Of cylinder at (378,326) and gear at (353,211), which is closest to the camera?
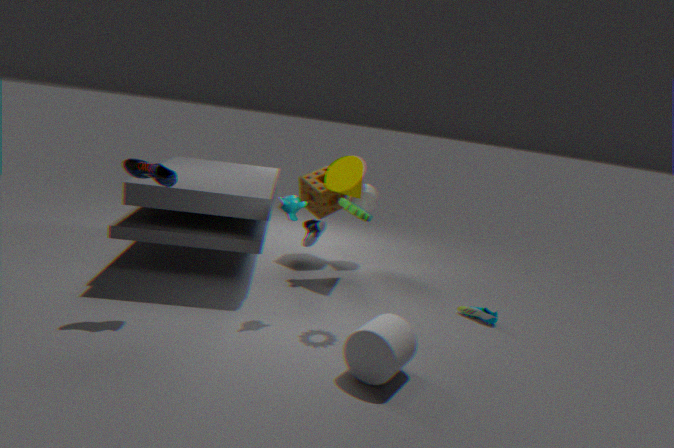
cylinder at (378,326)
